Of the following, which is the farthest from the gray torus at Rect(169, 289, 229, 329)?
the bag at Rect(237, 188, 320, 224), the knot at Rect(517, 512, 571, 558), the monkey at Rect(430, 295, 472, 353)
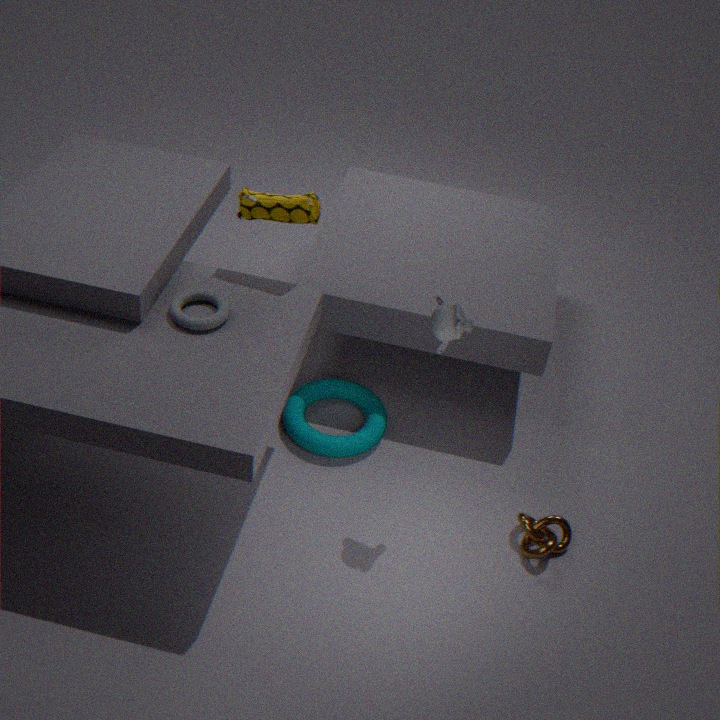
the knot at Rect(517, 512, 571, 558)
